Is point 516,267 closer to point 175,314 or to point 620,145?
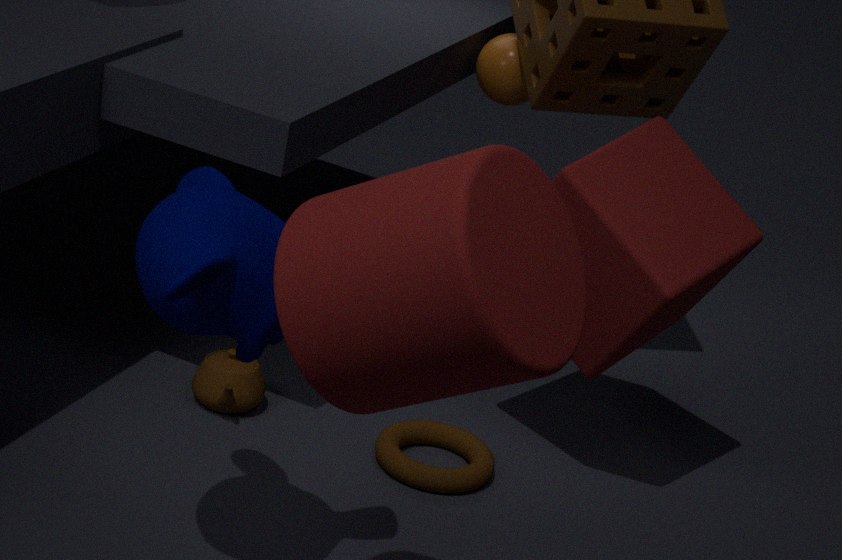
point 175,314
